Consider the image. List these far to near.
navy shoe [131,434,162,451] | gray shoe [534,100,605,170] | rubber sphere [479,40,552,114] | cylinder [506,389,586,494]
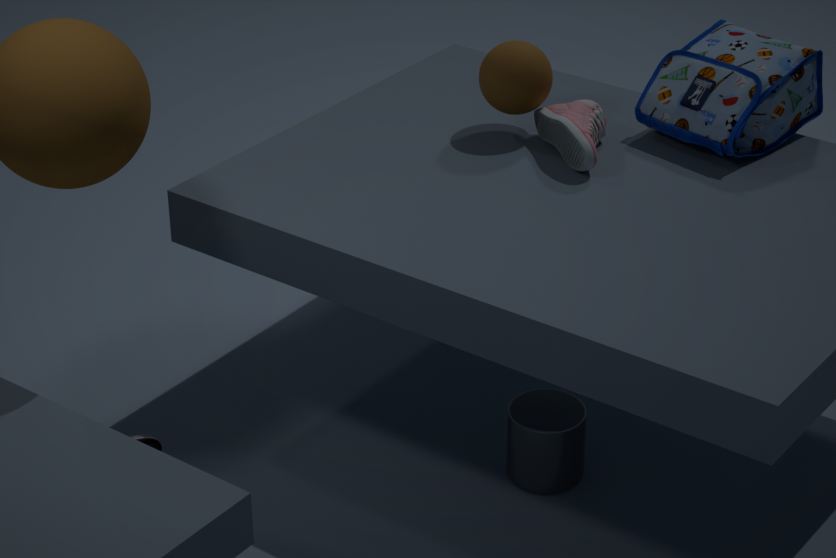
rubber sphere [479,40,552,114] < gray shoe [534,100,605,170] < navy shoe [131,434,162,451] < cylinder [506,389,586,494]
